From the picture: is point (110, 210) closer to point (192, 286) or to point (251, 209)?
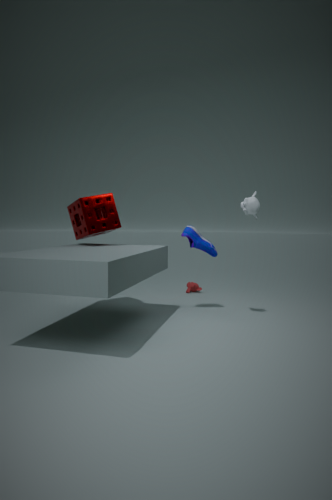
point (251, 209)
